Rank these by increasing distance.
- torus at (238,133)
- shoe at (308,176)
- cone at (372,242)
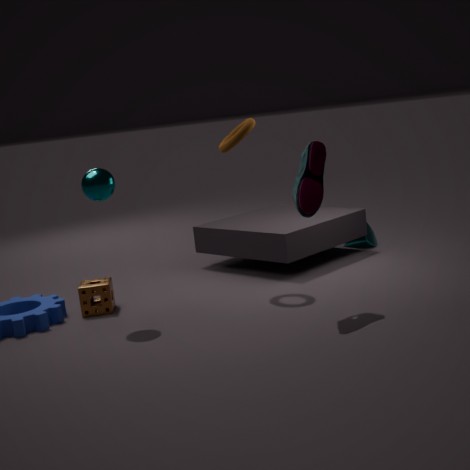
shoe at (308,176)
torus at (238,133)
cone at (372,242)
